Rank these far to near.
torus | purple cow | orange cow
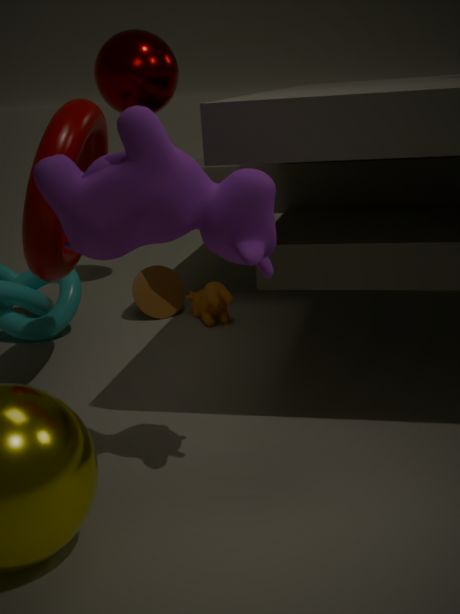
orange cow
torus
purple cow
